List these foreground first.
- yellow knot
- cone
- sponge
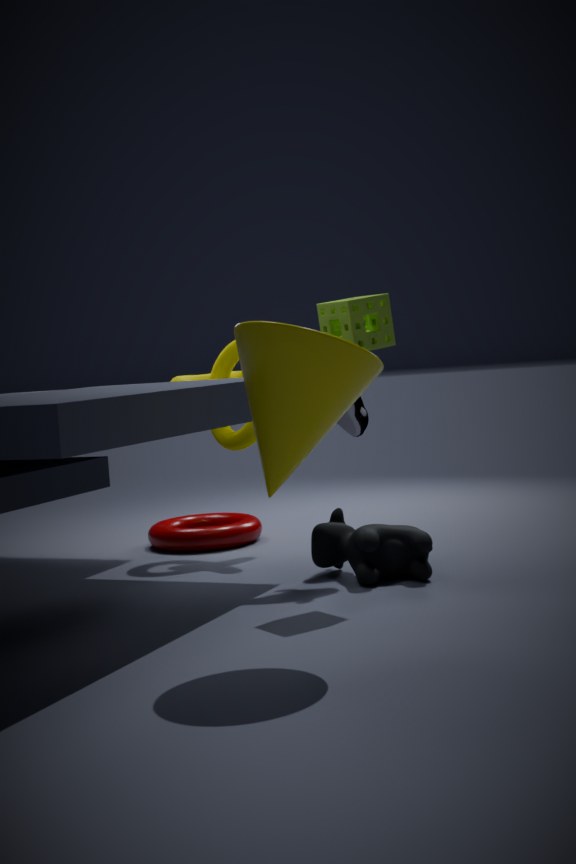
cone, sponge, yellow knot
